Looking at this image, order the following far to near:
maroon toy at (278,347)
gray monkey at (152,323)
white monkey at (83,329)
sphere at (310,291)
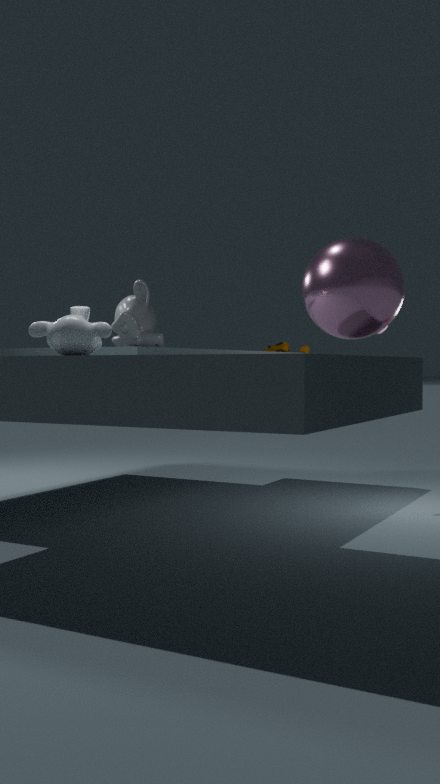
→ gray monkey at (152,323) → maroon toy at (278,347) → sphere at (310,291) → white monkey at (83,329)
